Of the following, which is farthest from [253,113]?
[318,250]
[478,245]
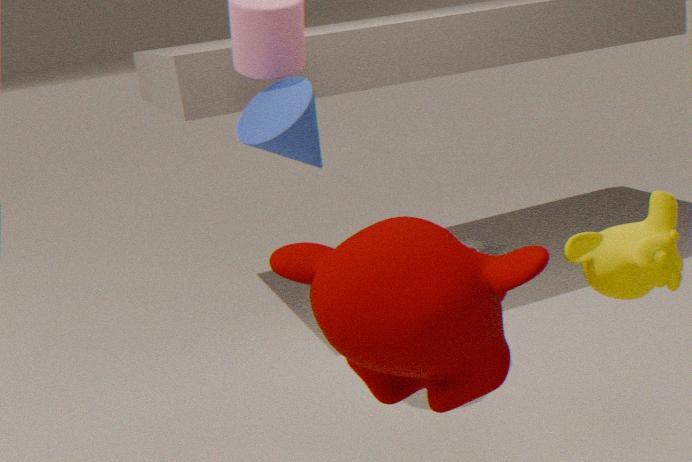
[478,245]
